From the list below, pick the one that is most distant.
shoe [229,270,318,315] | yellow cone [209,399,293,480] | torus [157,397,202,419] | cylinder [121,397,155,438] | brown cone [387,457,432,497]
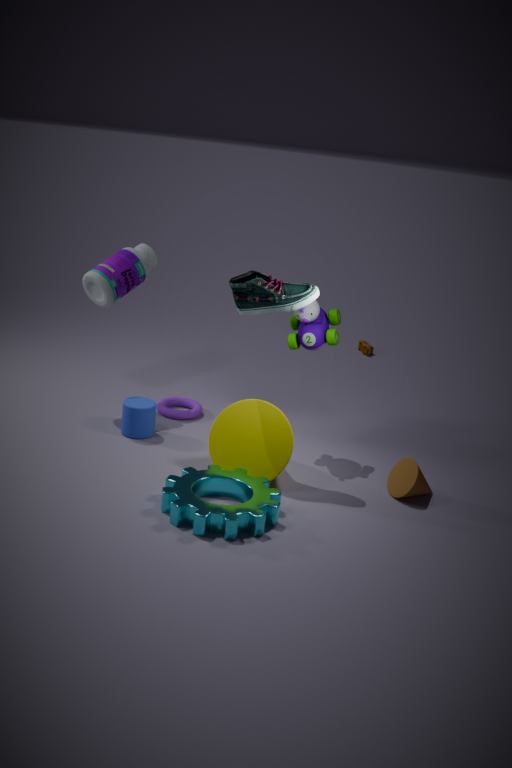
torus [157,397,202,419]
